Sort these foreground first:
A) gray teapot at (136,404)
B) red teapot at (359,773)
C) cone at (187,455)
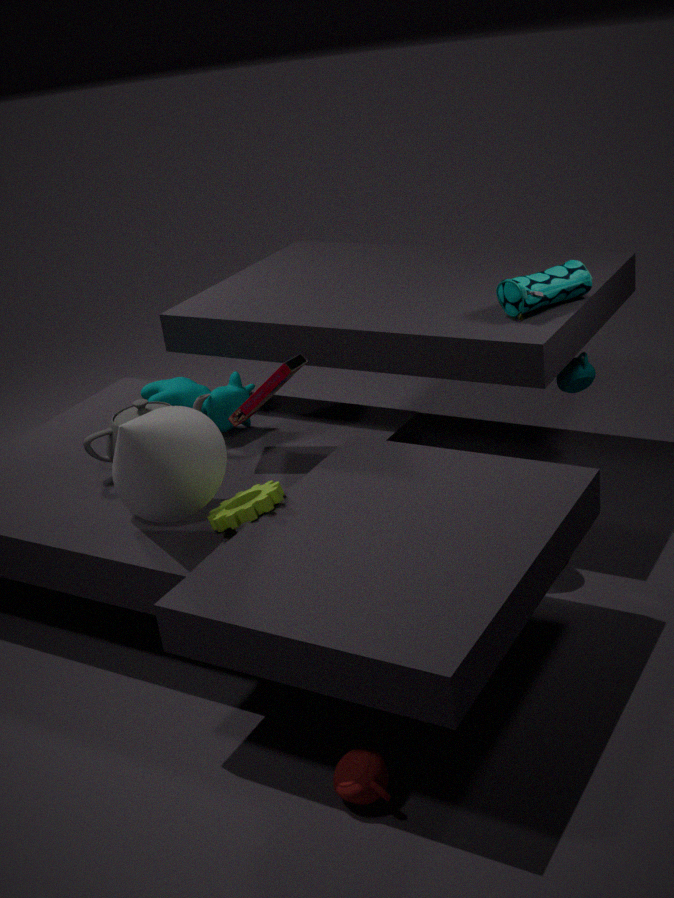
1. red teapot at (359,773)
2. cone at (187,455)
3. gray teapot at (136,404)
